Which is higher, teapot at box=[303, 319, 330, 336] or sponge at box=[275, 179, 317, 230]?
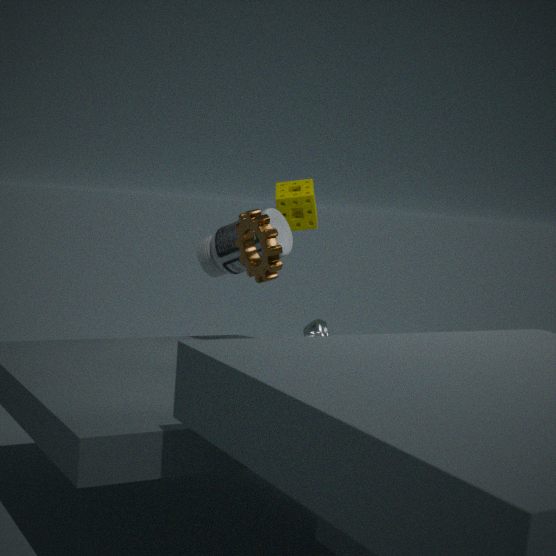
sponge at box=[275, 179, 317, 230]
